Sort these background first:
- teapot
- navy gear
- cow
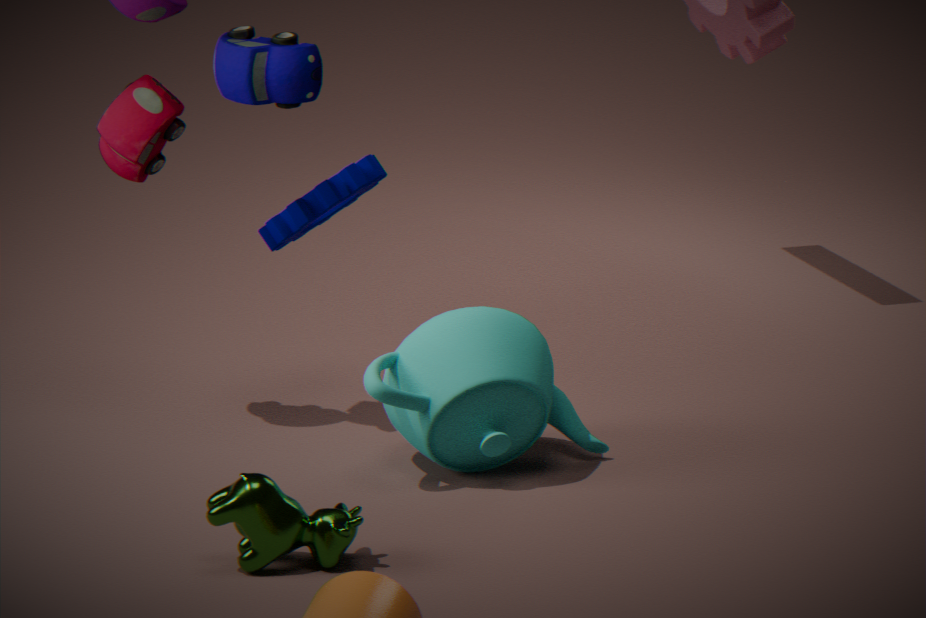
navy gear, teapot, cow
